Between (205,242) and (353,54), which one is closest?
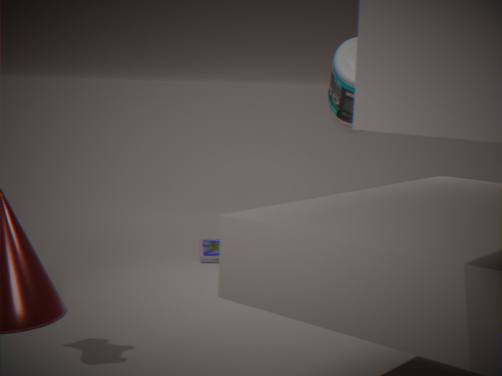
(353,54)
